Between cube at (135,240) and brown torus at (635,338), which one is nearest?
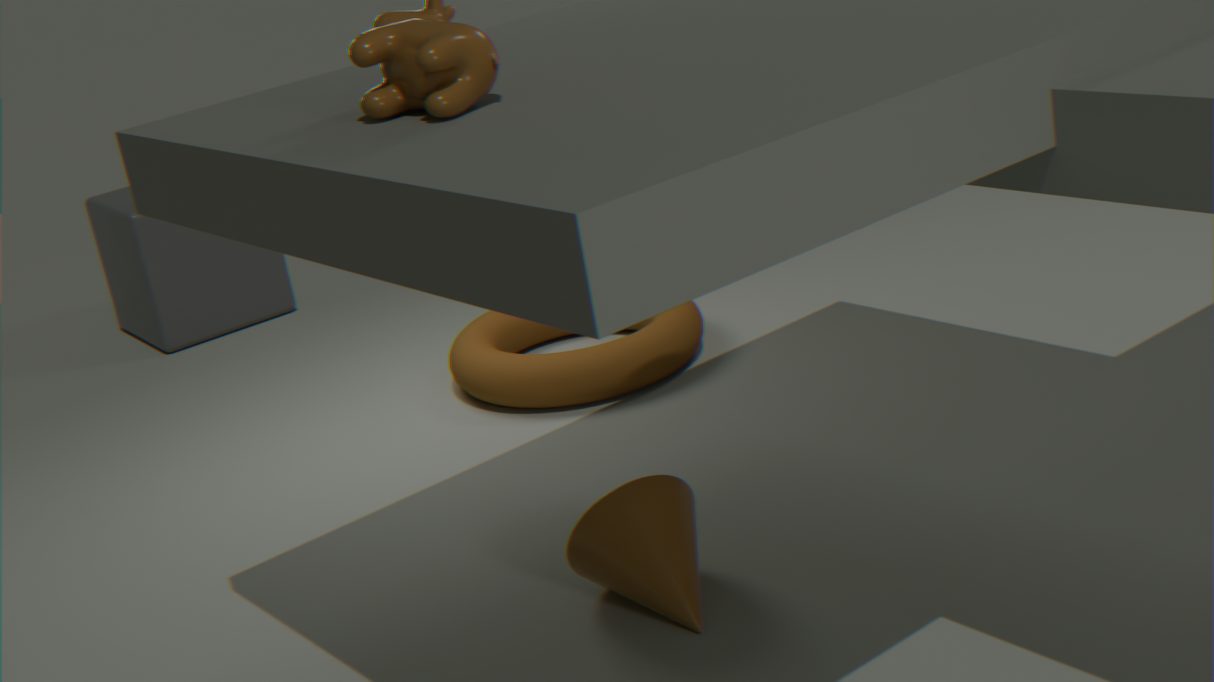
brown torus at (635,338)
